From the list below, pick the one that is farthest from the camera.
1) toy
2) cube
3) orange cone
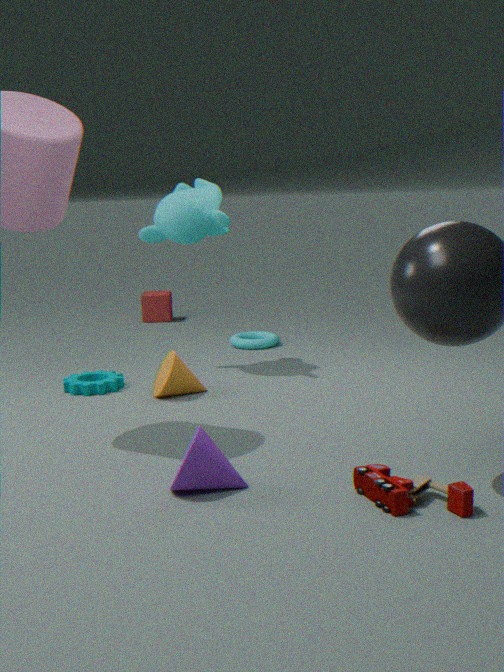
2. cube
